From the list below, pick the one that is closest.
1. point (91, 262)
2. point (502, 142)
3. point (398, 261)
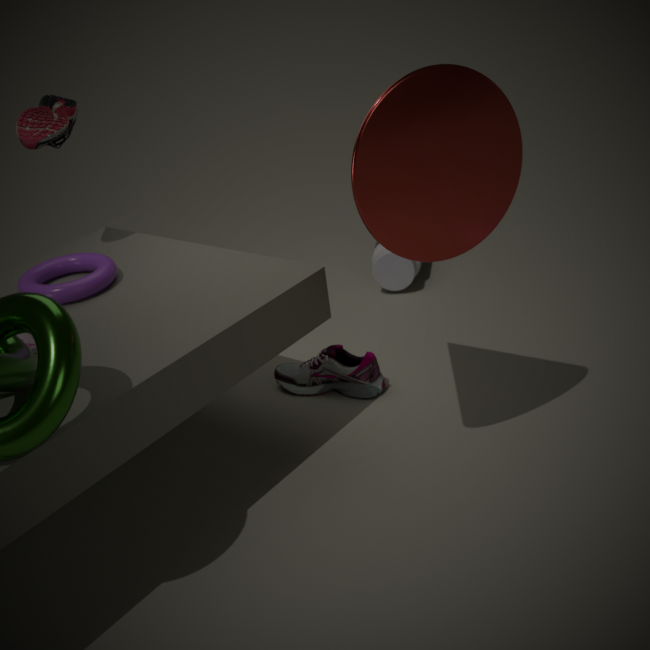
point (502, 142)
